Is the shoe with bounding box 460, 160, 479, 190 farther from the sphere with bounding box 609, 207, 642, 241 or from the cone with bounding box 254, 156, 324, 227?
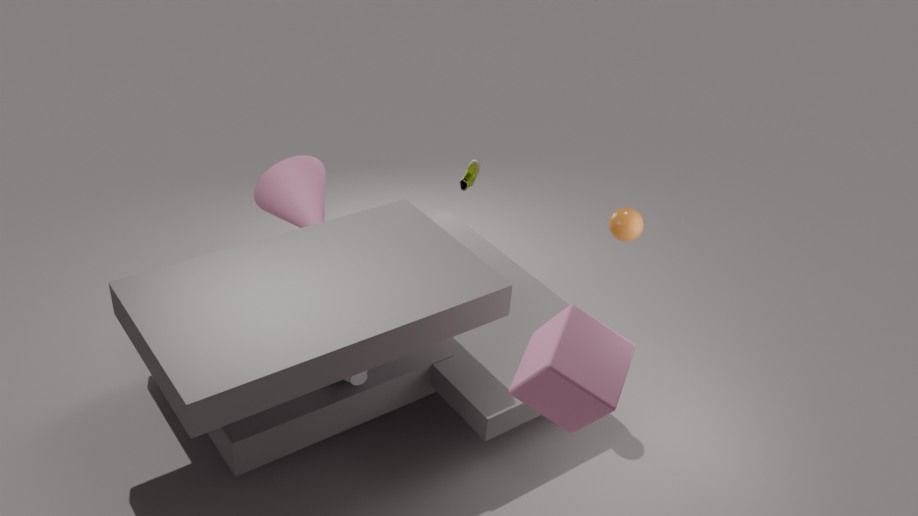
the sphere with bounding box 609, 207, 642, 241
